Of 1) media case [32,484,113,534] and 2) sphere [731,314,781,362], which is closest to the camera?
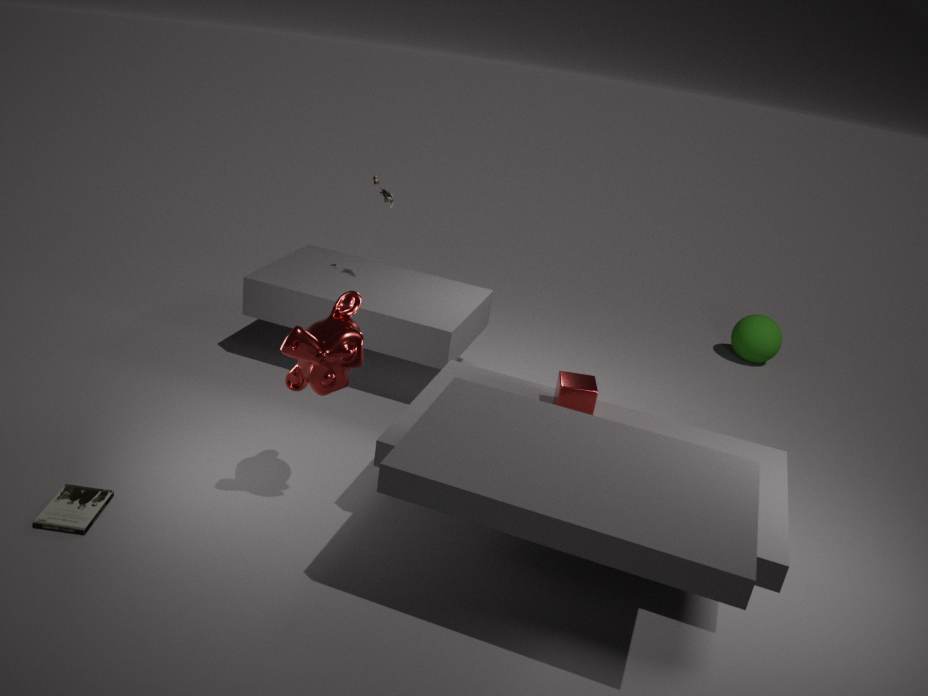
1. media case [32,484,113,534]
